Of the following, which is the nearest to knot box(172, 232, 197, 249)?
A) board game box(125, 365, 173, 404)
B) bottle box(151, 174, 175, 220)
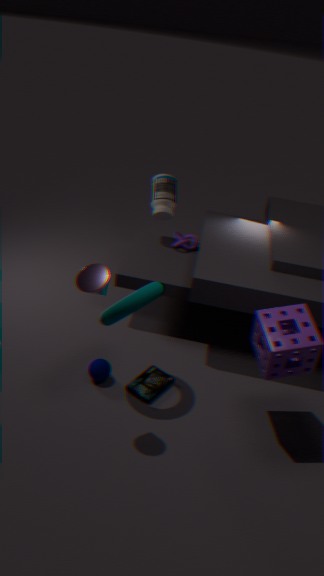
bottle box(151, 174, 175, 220)
